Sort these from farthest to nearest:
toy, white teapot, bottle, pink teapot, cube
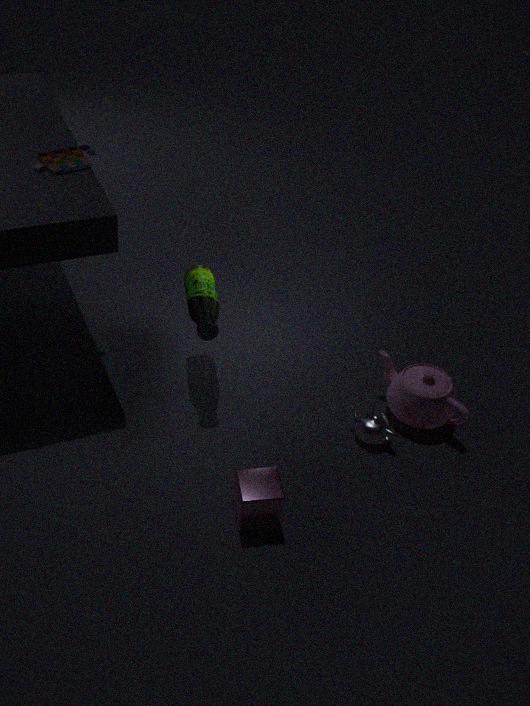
pink teapot, toy, white teapot, bottle, cube
